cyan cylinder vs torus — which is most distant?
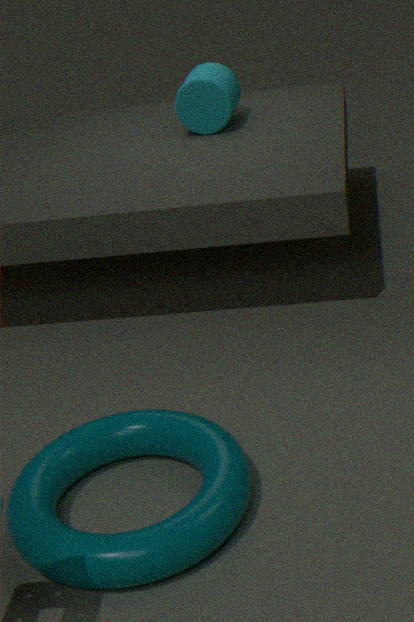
cyan cylinder
